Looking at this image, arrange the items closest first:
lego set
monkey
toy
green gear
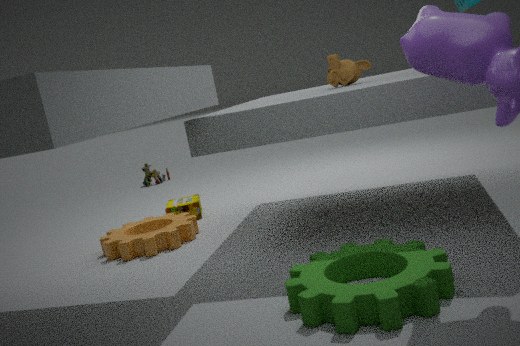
1. green gear
2. monkey
3. lego set
4. toy
